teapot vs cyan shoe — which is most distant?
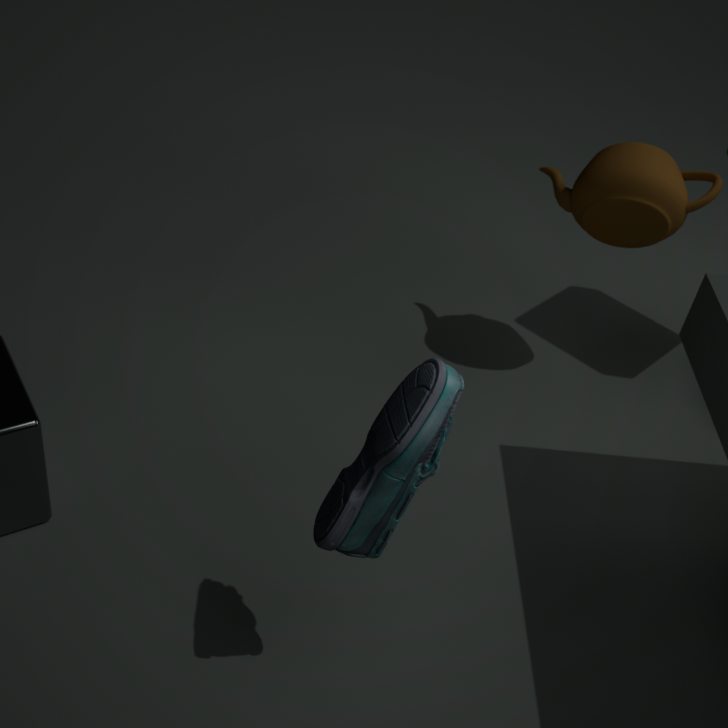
teapot
